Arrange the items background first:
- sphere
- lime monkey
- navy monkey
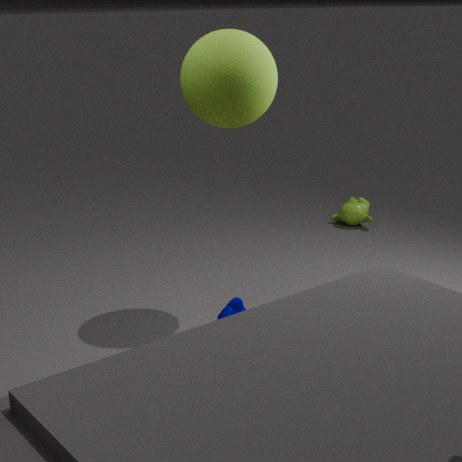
1. lime monkey
2. sphere
3. navy monkey
